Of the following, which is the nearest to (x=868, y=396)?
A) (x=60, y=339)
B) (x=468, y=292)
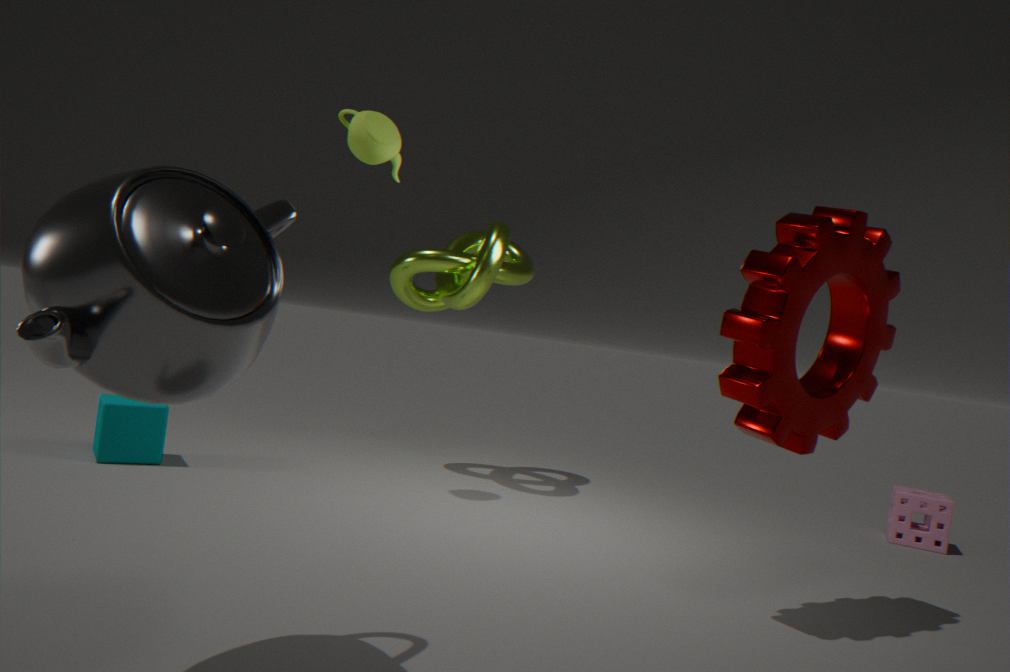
(x=60, y=339)
